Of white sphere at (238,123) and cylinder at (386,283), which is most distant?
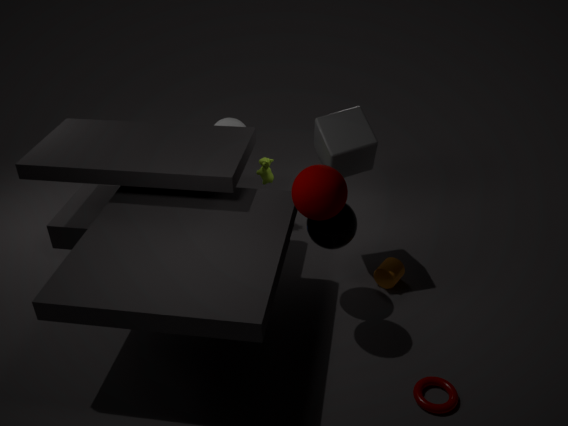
white sphere at (238,123)
